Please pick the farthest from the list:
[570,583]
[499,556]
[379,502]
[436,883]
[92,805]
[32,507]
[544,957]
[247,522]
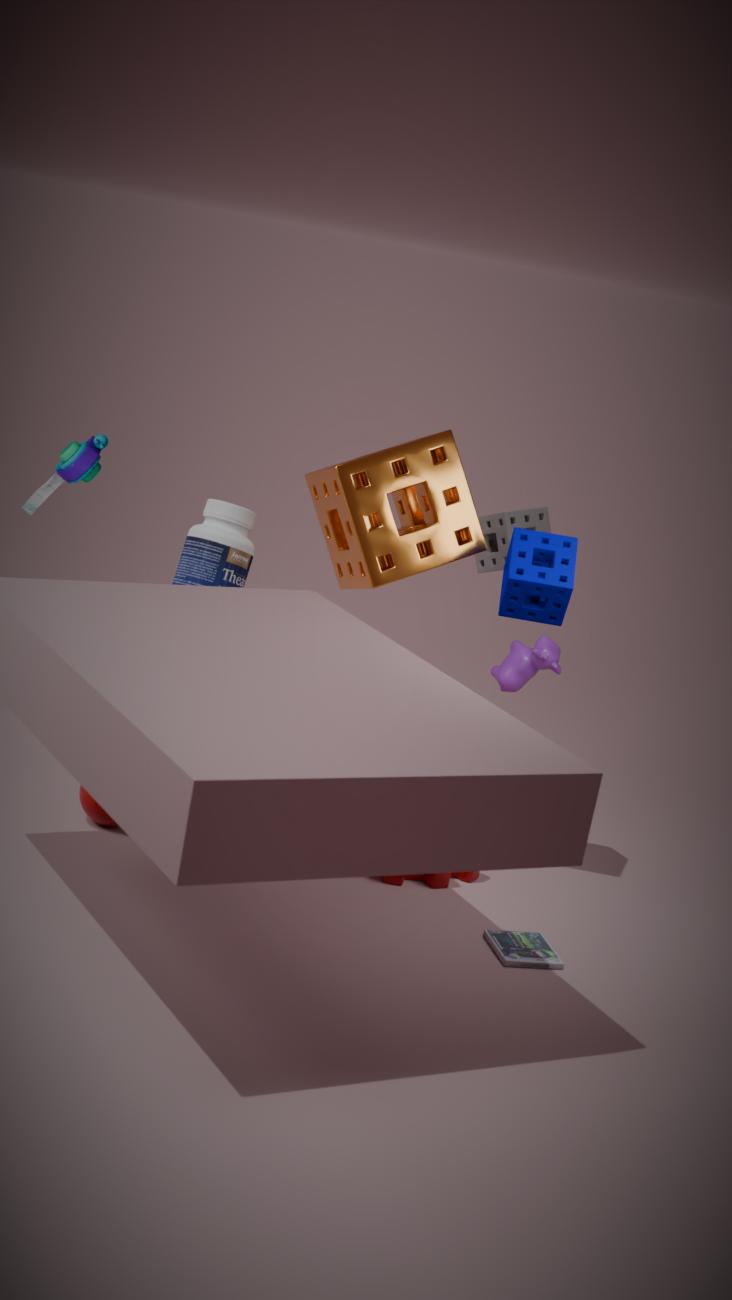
[499,556]
